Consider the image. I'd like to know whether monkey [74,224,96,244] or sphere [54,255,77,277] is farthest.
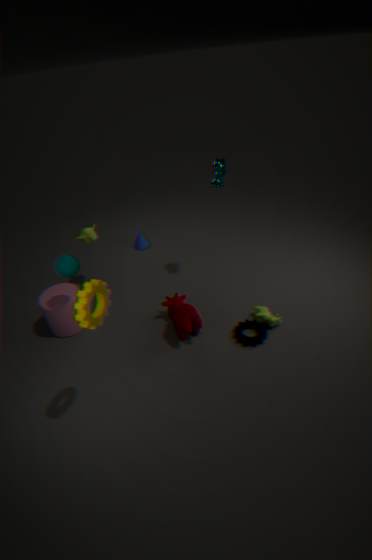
monkey [74,224,96,244]
